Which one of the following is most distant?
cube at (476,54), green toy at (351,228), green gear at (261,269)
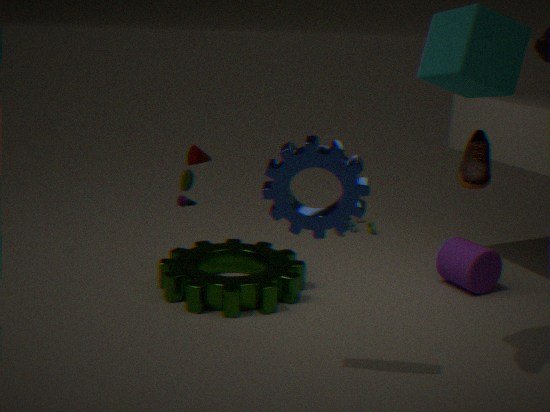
green toy at (351,228)
